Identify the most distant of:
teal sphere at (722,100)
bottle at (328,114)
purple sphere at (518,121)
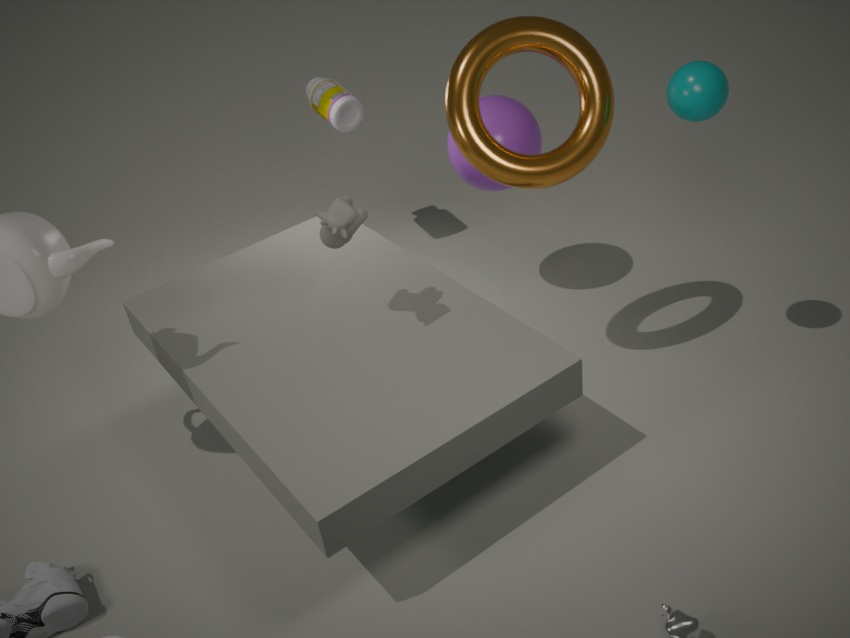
bottle at (328,114)
